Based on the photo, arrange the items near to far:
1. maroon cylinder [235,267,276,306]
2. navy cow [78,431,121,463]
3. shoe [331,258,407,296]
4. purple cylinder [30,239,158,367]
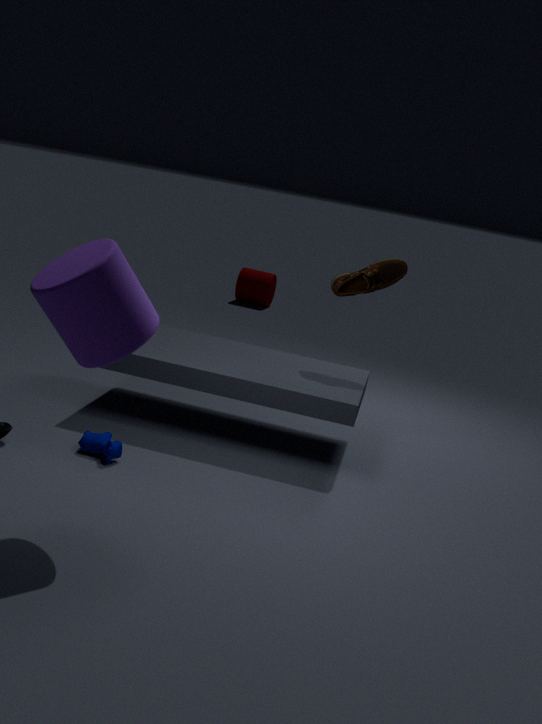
purple cylinder [30,239,158,367]
navy cow [78,431,121,463]
shoe [331,258,407,296]
maroon cylinder [235,267,276,306]
